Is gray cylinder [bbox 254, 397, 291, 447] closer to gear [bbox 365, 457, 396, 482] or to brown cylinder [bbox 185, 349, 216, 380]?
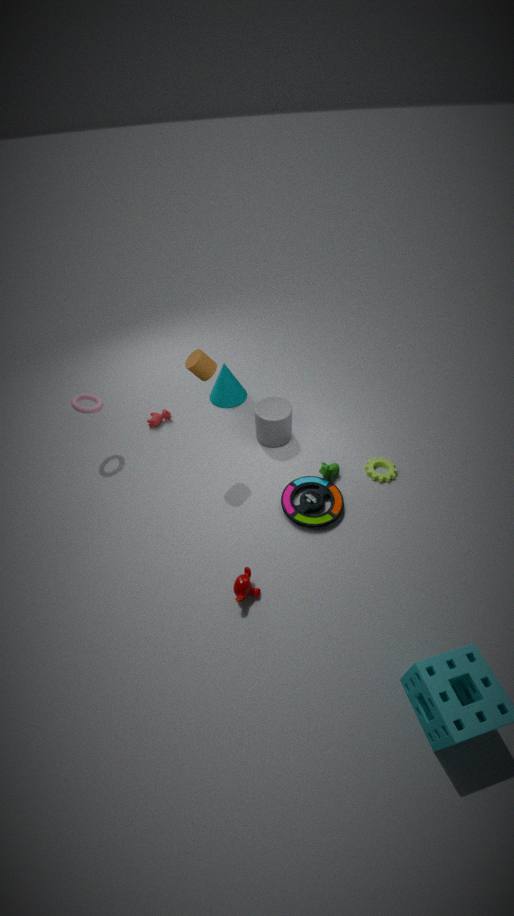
brown cylinder [bbox 185, 349, 216, 380]
